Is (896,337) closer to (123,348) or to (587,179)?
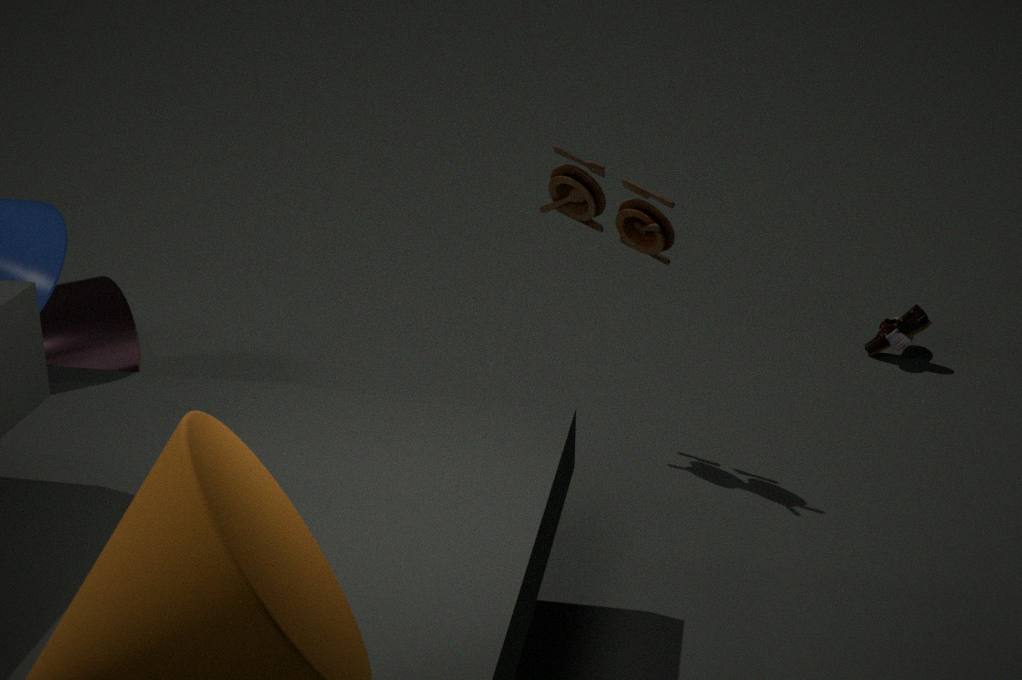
(587,179)
